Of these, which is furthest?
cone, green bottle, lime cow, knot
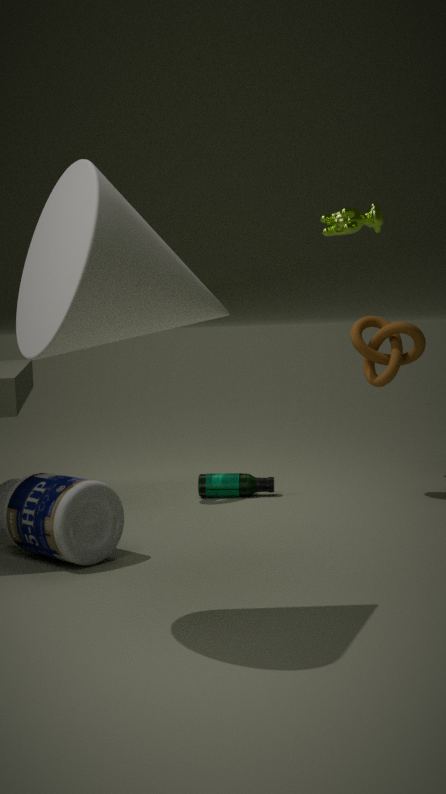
lime cow
